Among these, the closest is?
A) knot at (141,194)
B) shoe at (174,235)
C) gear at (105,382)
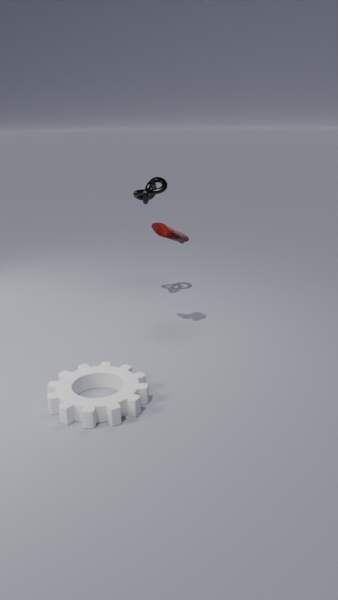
gear at (105,382)
